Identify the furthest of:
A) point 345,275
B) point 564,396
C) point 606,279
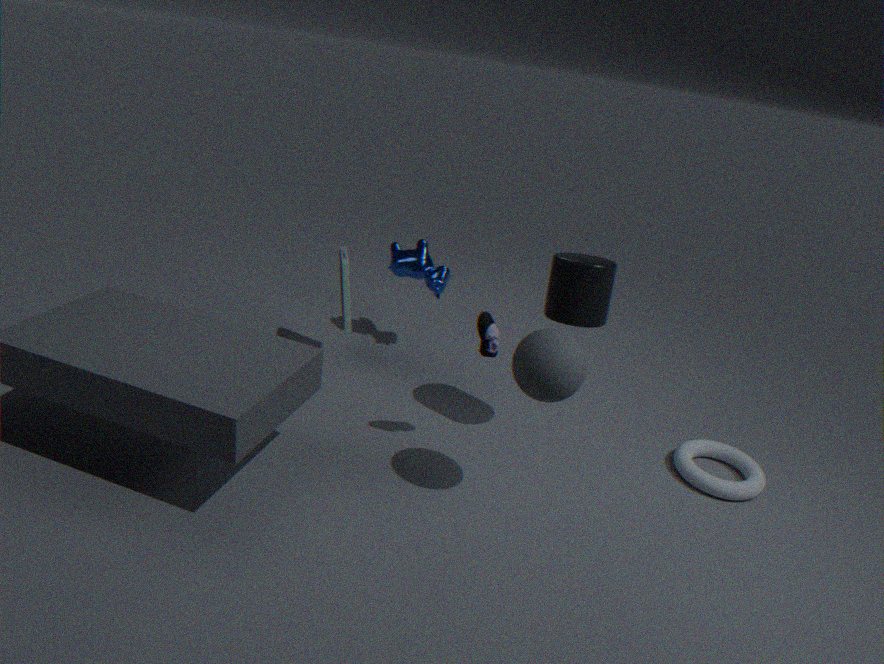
point 345,275
